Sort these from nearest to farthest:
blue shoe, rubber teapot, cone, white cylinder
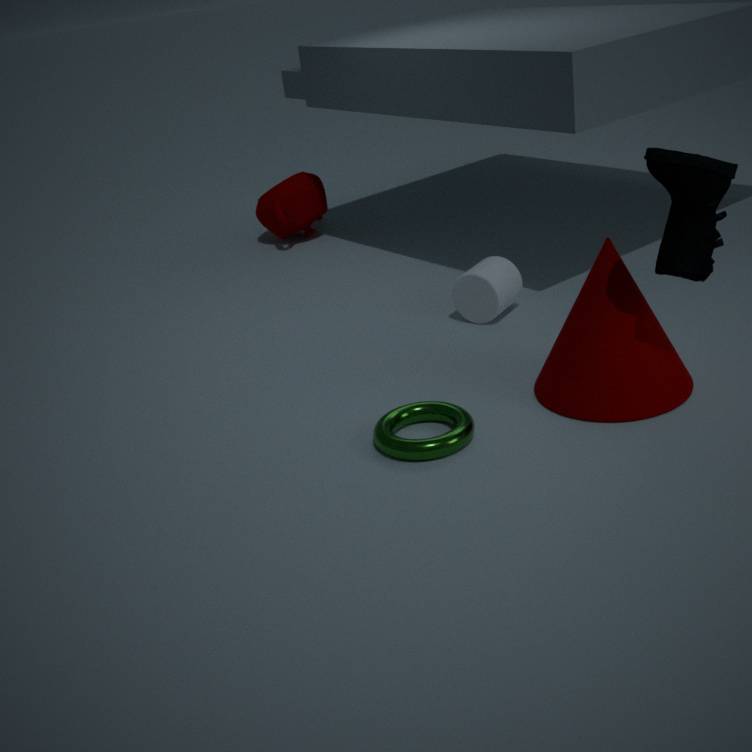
1. blue shoe
2. cone
3. white cylinder
4. rubber teapot
